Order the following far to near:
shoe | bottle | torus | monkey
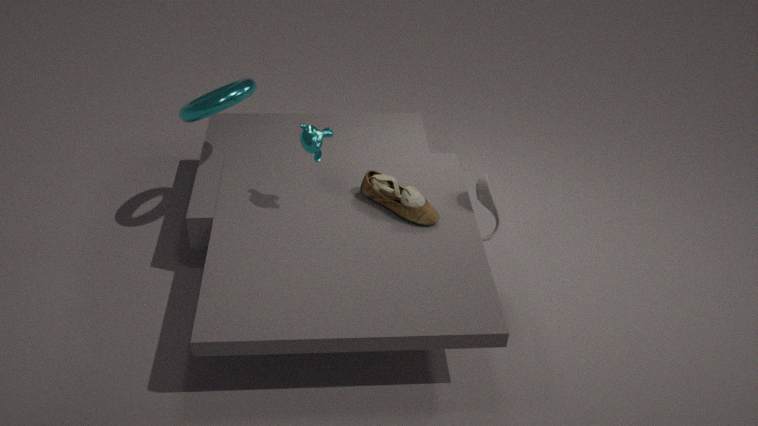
bottle, shoe, torus, monkey
